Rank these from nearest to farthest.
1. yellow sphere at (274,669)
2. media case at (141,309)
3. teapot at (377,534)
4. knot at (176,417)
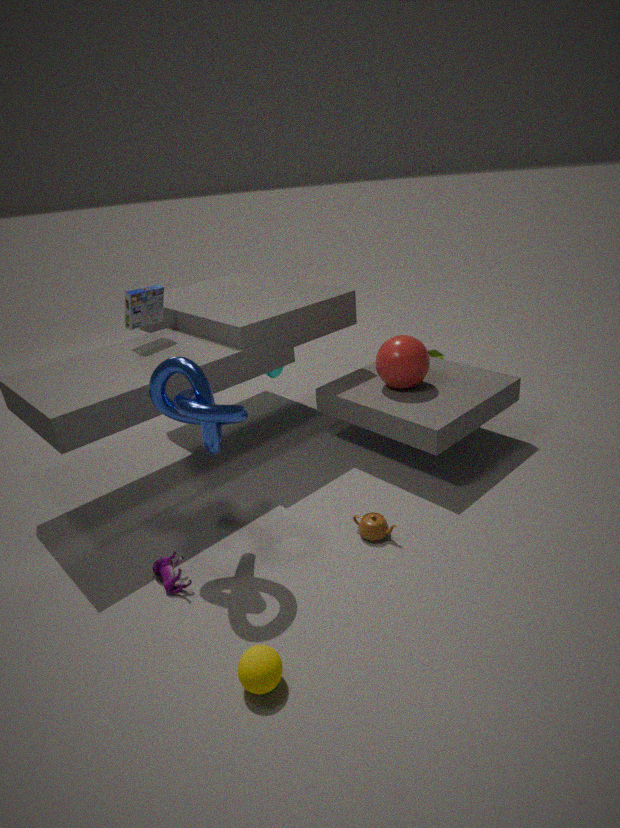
yellow sphere at (274,669), knot at (176,417), teapot at (377,534), media case at (141,309)
